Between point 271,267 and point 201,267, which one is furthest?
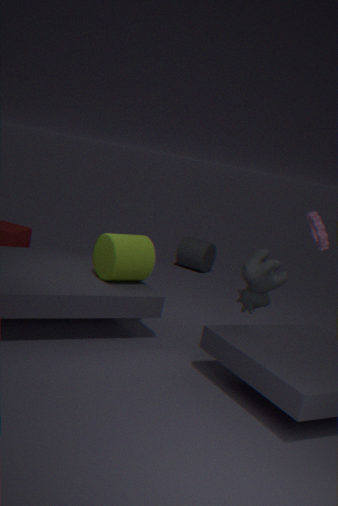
point 201,267
